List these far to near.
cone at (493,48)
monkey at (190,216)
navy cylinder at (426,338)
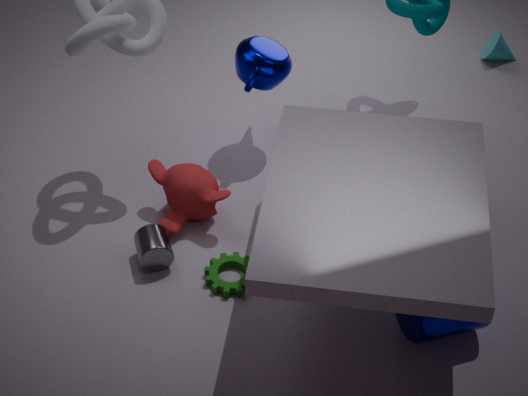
1. cone at (493,48)
2. monkey at (190,216)
3. navy cylinder at (426,338)
